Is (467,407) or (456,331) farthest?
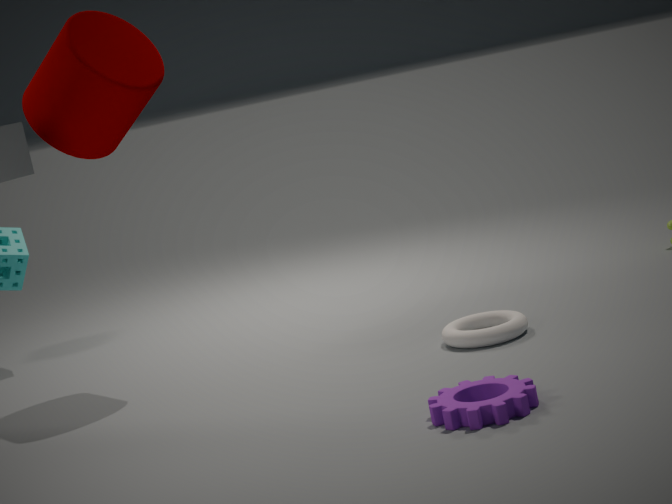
(456,331)
